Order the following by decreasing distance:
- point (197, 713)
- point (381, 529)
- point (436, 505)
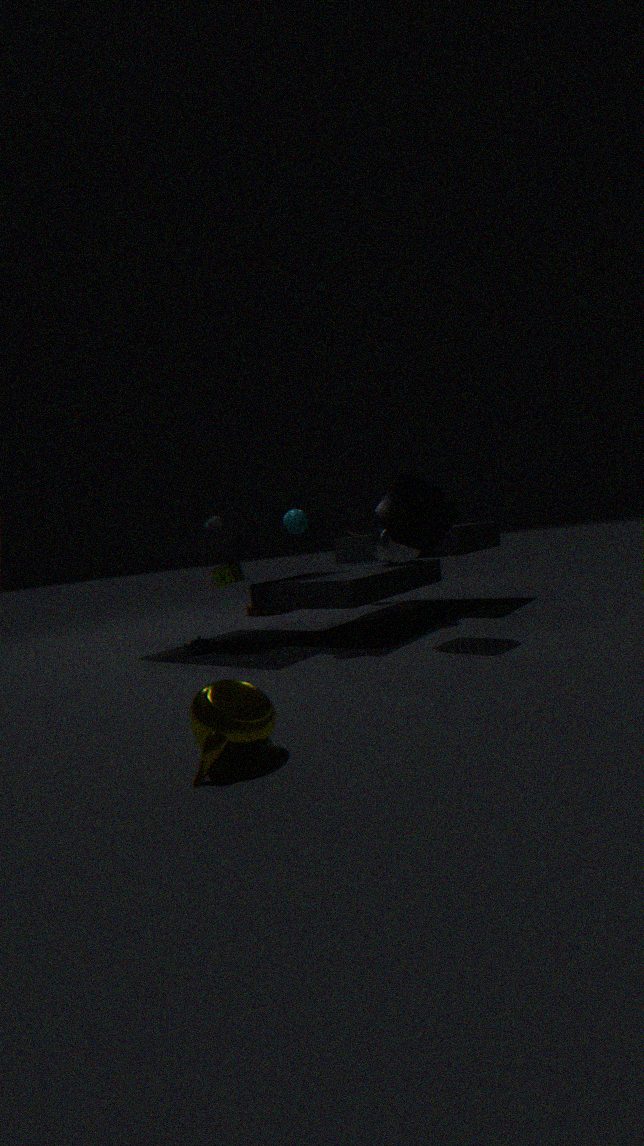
point (381, 529), point (436, 505), point (197, 713)
